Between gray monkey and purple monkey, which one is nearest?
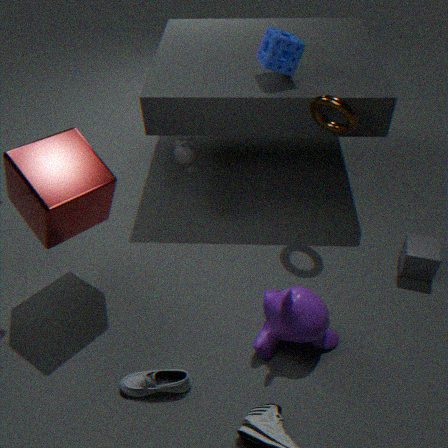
purple monkey
